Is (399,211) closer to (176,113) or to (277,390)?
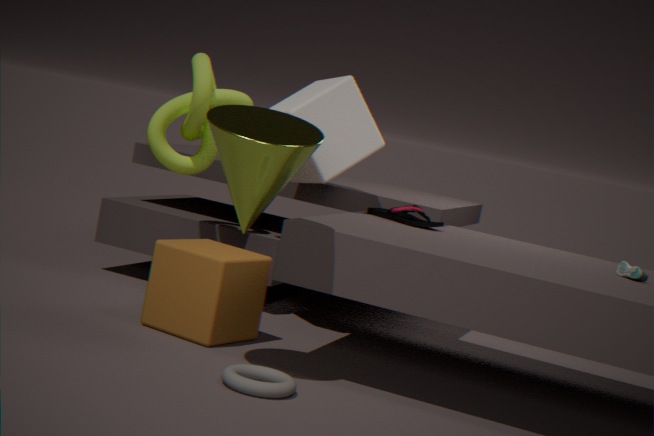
(176,113)
